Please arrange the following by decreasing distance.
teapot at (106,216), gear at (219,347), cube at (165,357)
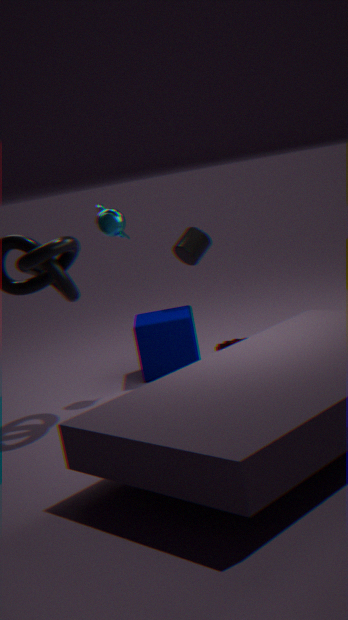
gear at (219,347)
cube at (165,357)
teapot at (106,216)
